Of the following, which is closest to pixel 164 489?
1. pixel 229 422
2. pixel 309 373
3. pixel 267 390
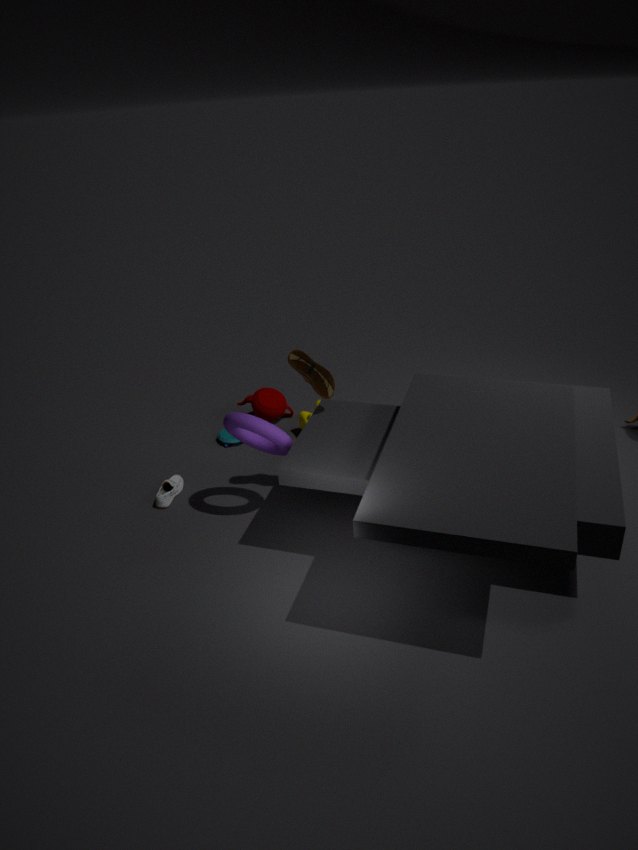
pixel 229 422
